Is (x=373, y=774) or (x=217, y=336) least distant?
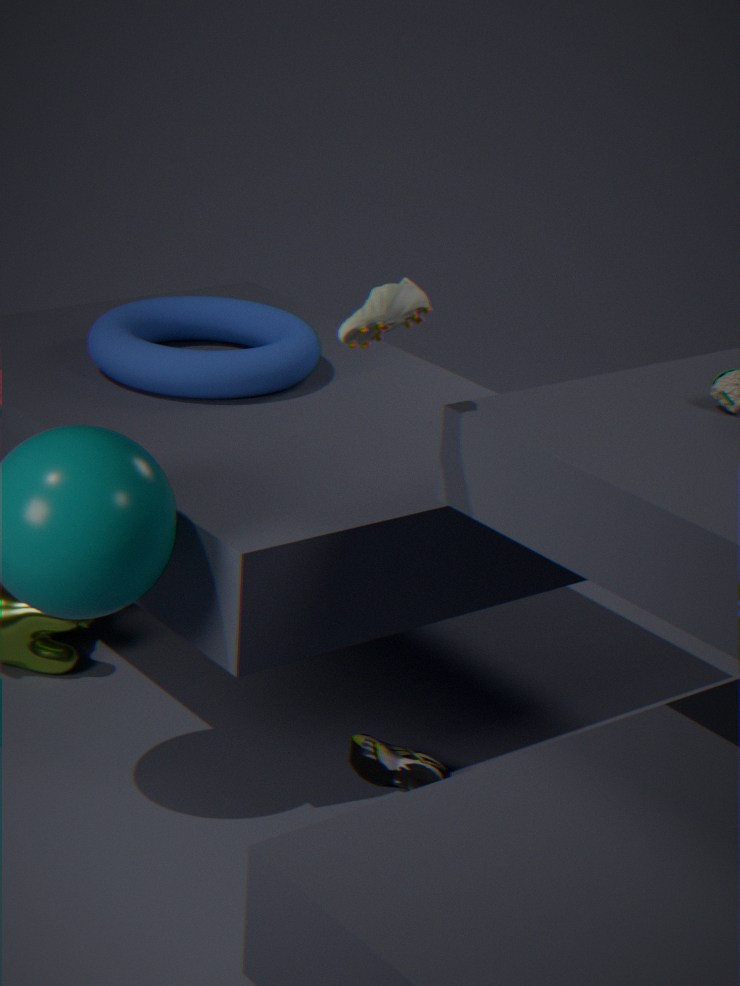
(x=373, y=774)
